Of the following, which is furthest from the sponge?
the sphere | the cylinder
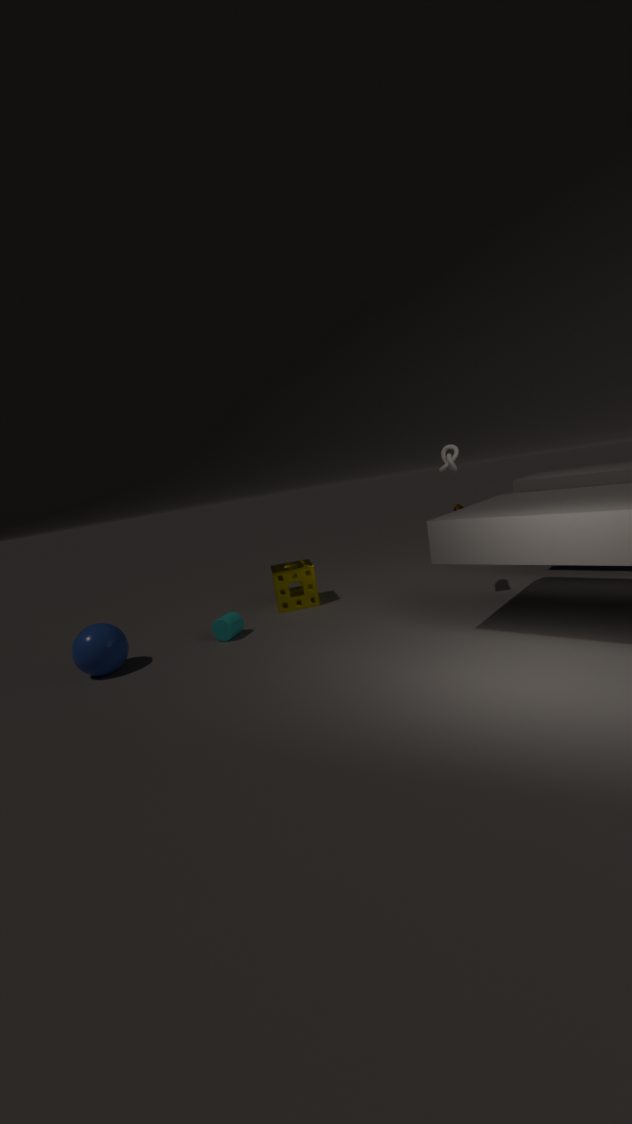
the sphere
